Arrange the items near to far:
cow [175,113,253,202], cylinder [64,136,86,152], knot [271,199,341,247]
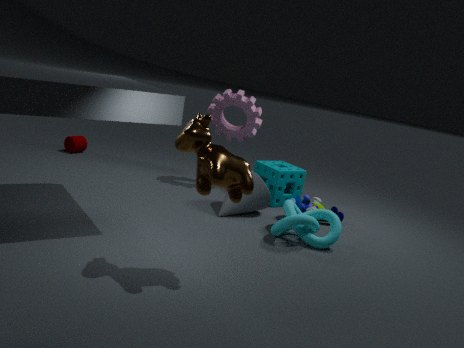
1. cow [175,113,253,202]
2. knot [271,199,341,247]
3. cylinder [64,136,86,152]
